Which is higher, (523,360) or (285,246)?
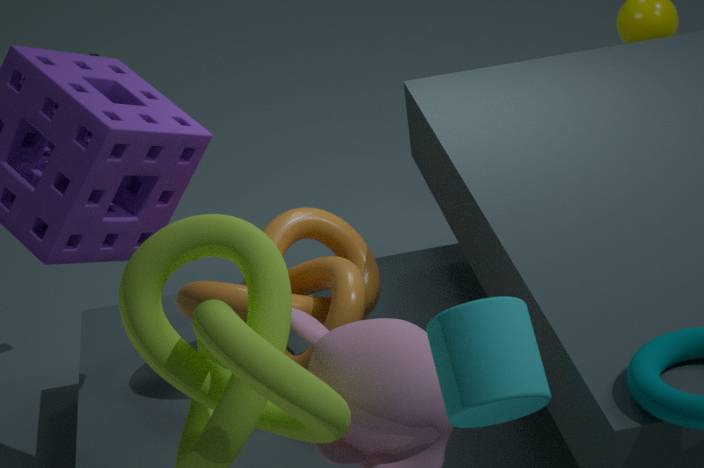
(523,360)
